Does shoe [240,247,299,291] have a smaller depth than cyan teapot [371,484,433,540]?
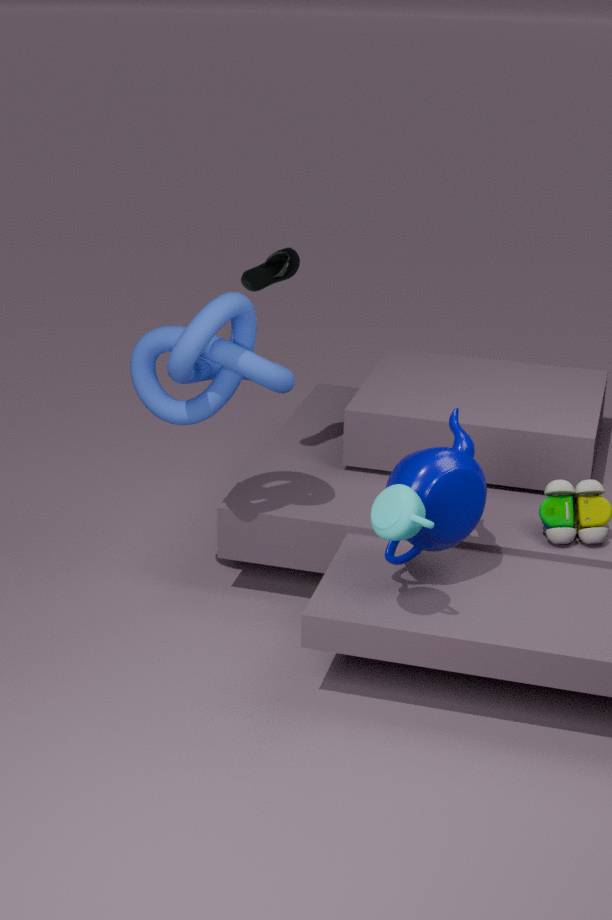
No
